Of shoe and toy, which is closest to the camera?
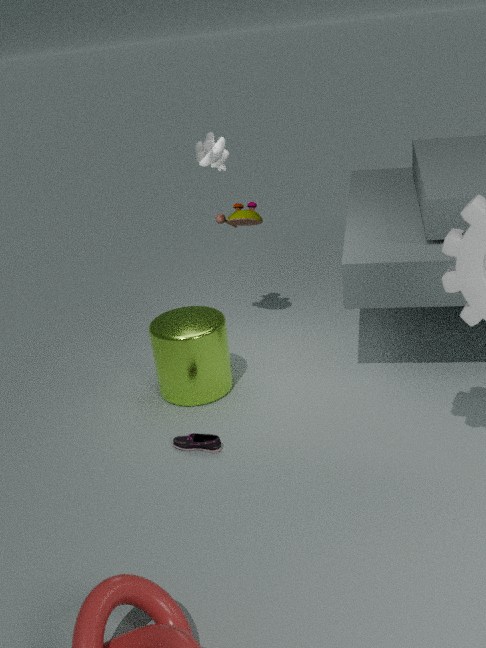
shoe
